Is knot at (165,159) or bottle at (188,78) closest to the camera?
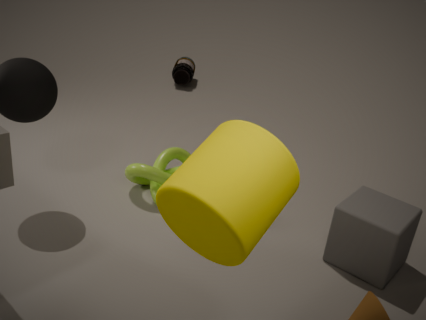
knot at (165,159)
